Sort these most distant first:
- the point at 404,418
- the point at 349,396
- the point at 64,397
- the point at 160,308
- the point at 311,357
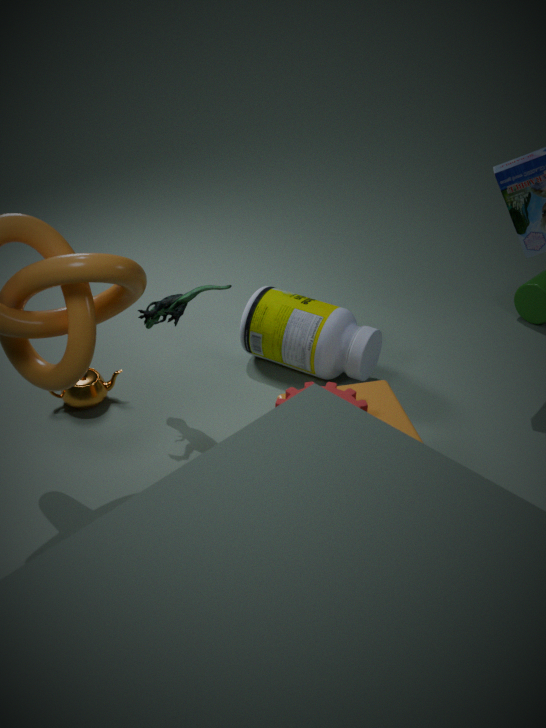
the point at 311,357
the point at 64,397
the point at 160,308
the point at 404,418
the point at 349,396
